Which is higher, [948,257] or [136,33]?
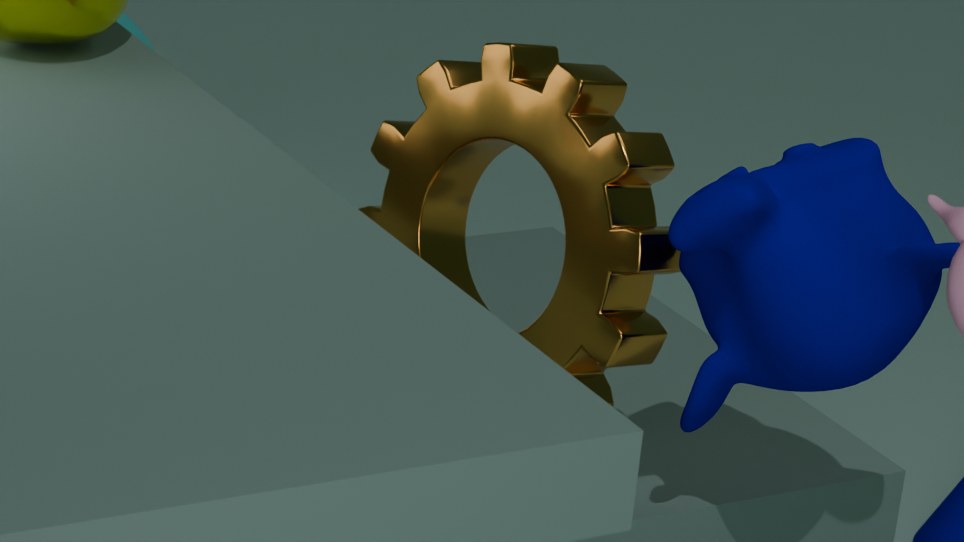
[948,257]
